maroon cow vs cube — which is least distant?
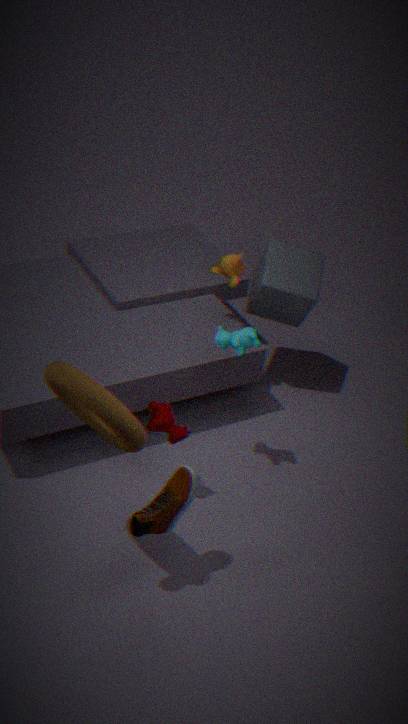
maroon cow
